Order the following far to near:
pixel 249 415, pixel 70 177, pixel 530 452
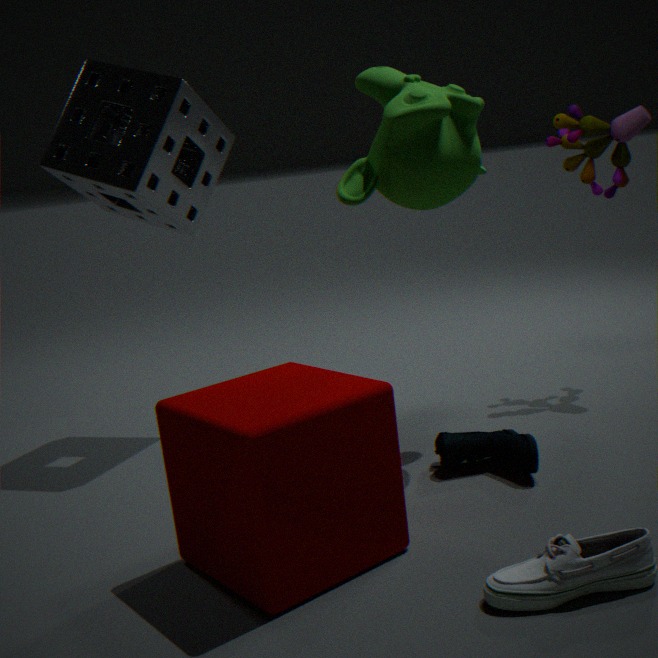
pixel 70 177 → pixel 530 452 → pixel 249 415
